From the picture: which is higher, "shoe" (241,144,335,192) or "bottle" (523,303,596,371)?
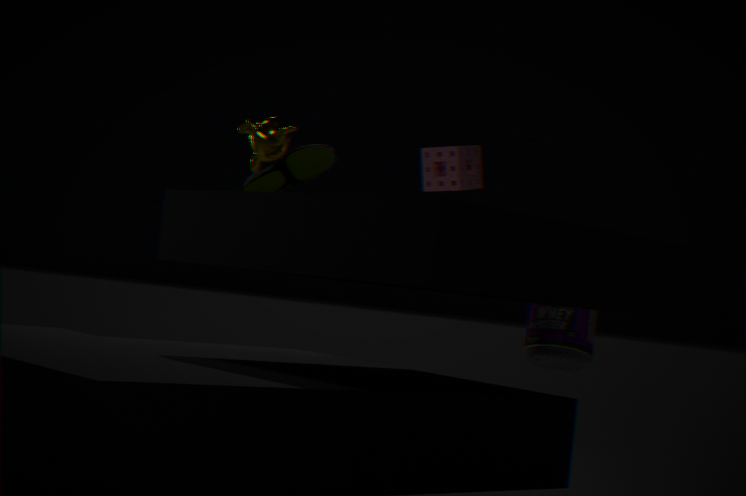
"shoe" (241,144,335,192)
